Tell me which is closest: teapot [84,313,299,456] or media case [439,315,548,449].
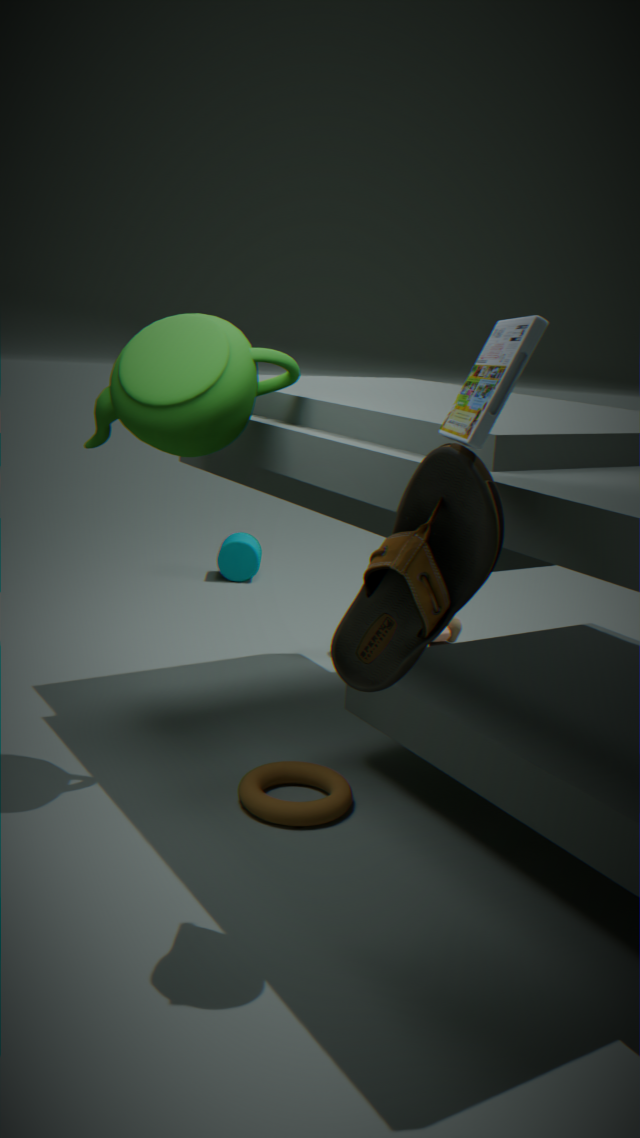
media case [439,315,548,449]
